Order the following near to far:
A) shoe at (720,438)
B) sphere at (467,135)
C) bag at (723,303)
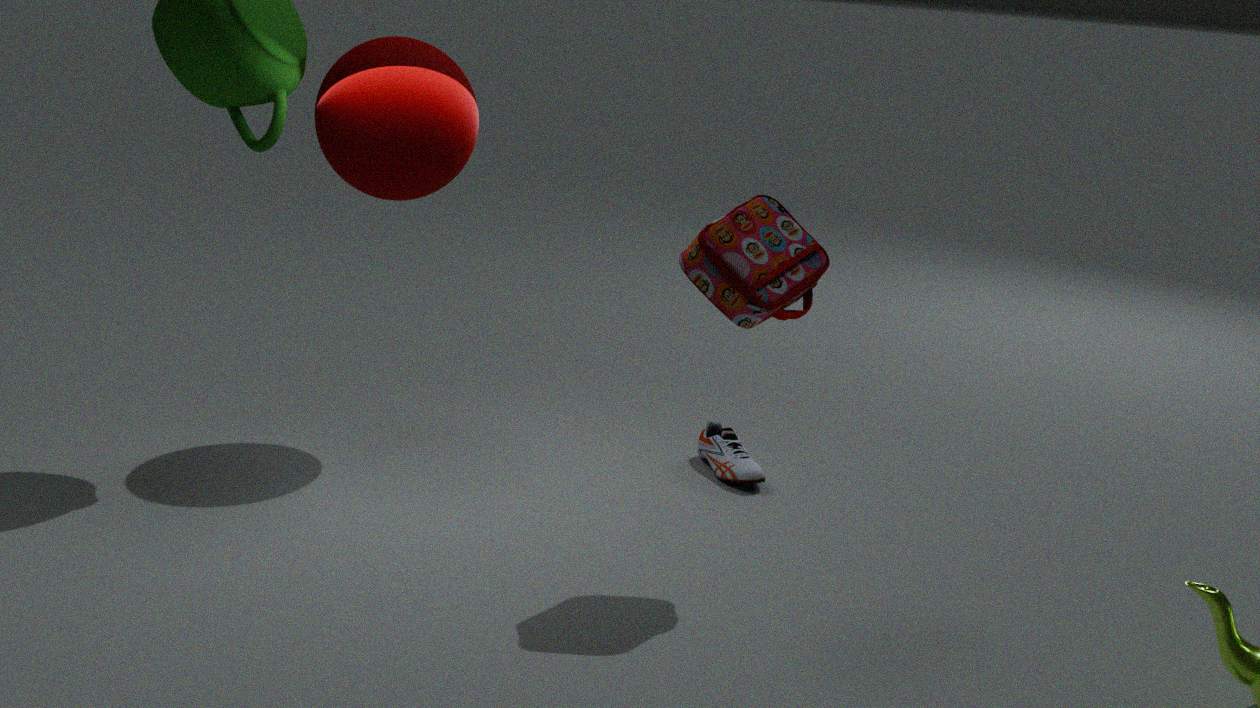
1. bag at (723,303)
2. sphere at (467,135)
3. shoe at (720,438)
